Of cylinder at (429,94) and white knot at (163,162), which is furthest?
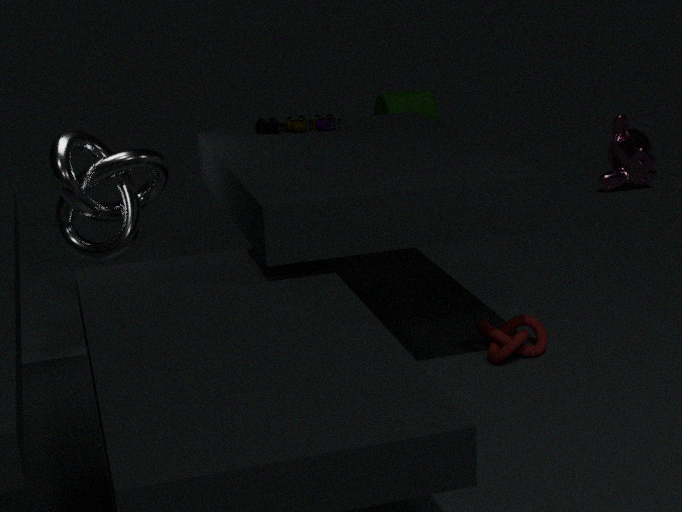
cylinder at (429,94)
